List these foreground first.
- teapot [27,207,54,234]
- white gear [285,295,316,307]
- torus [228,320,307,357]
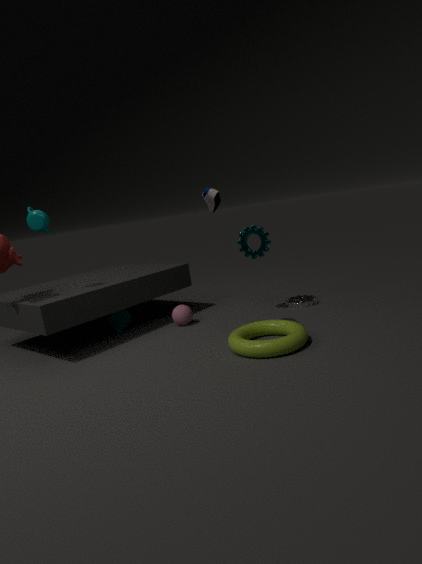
1. torus [228,320,307,357]
2. teapot [27,207,54,234]
3. white gear [285,295,316,307]
